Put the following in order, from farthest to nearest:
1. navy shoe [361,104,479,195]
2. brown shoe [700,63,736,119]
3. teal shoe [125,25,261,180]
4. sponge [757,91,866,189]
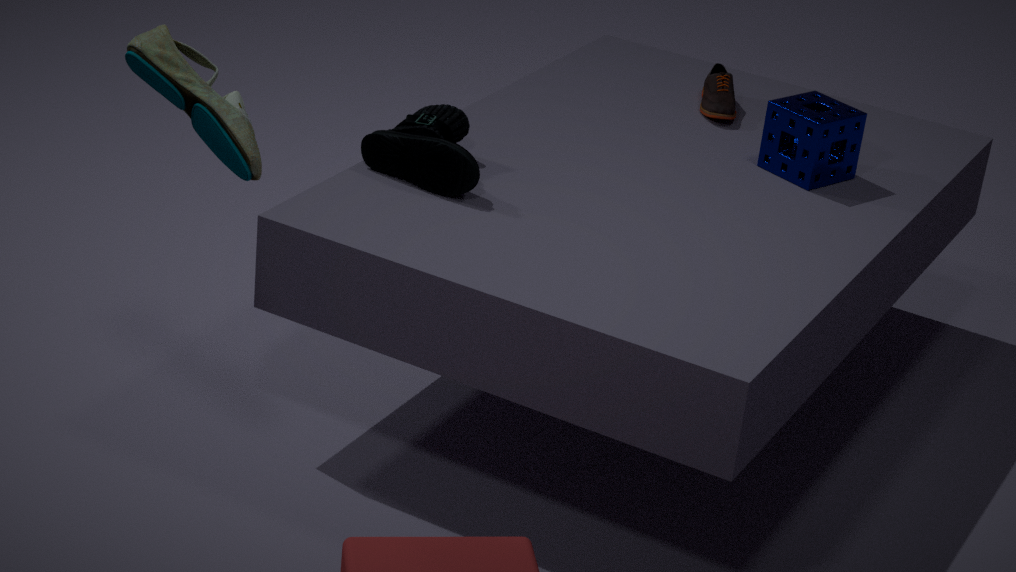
brown shoe [700,63,736,119]
sponge [757,91,866,189]
navy shoe [361,104,479,195]
teal shoe [125,25,261,180]
